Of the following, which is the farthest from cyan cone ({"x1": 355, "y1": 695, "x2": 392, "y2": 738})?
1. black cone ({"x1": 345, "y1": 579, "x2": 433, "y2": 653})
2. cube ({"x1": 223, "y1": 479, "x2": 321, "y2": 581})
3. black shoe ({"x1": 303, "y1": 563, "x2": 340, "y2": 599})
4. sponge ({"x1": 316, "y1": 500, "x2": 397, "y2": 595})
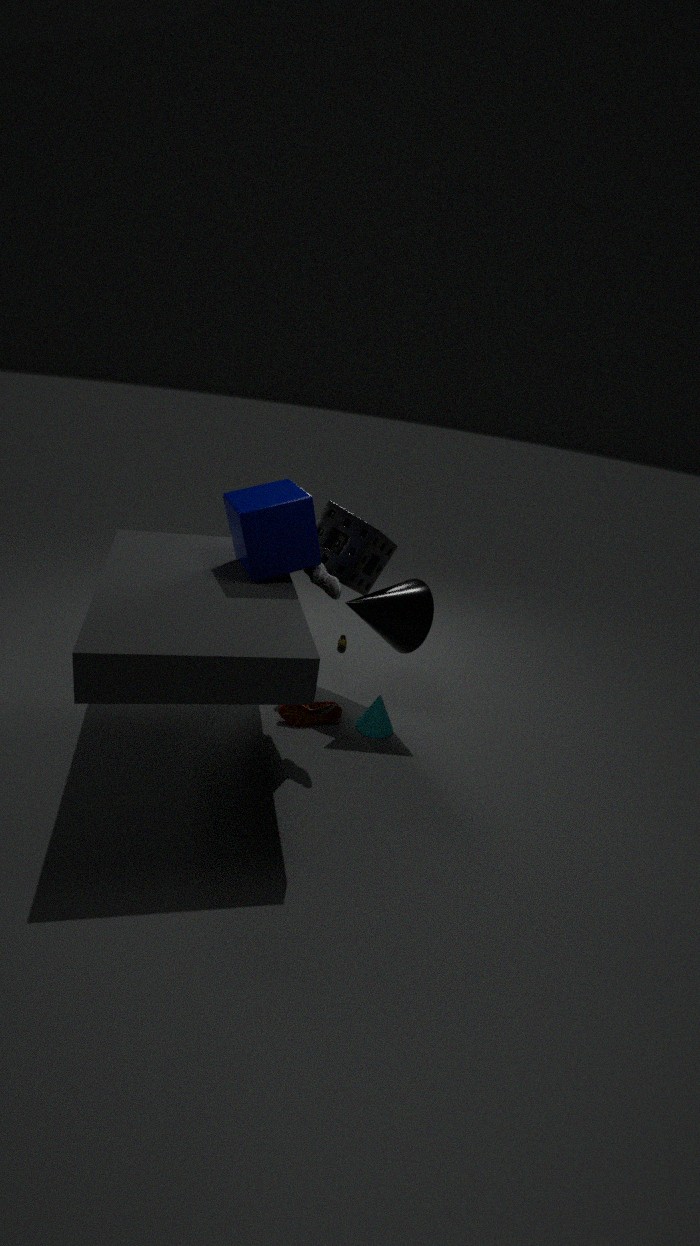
cube ({"x1": 223, "y1": 479, "x2": 321, "y2": 581})
